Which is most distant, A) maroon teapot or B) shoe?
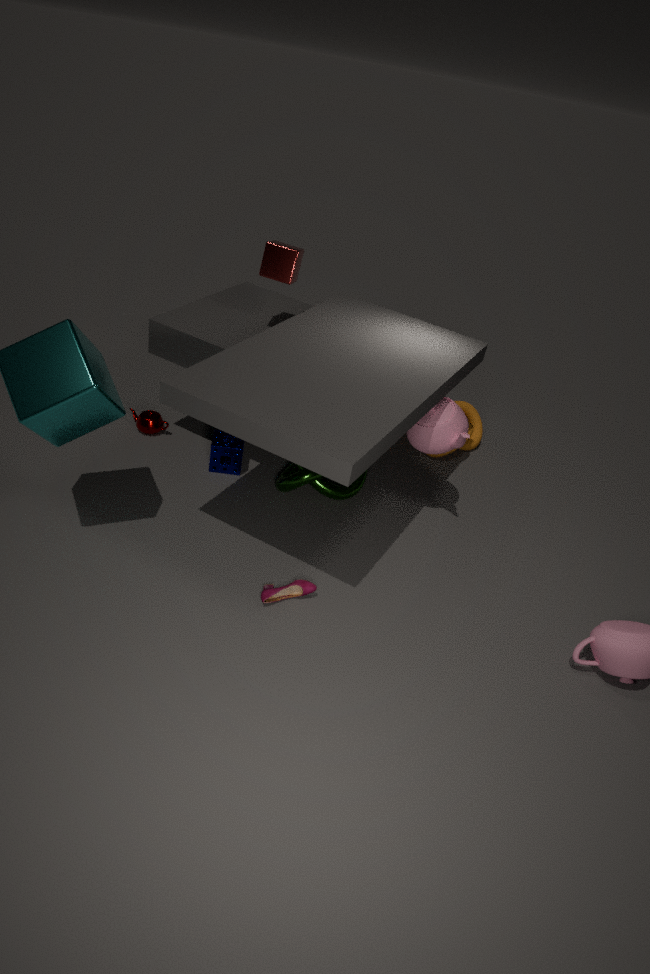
A. maroon teapot
